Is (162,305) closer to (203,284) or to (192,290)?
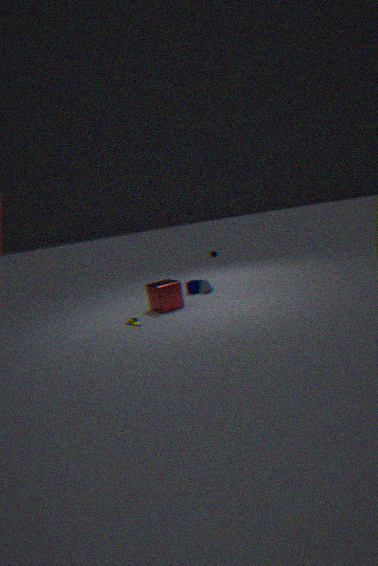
(192,290)
